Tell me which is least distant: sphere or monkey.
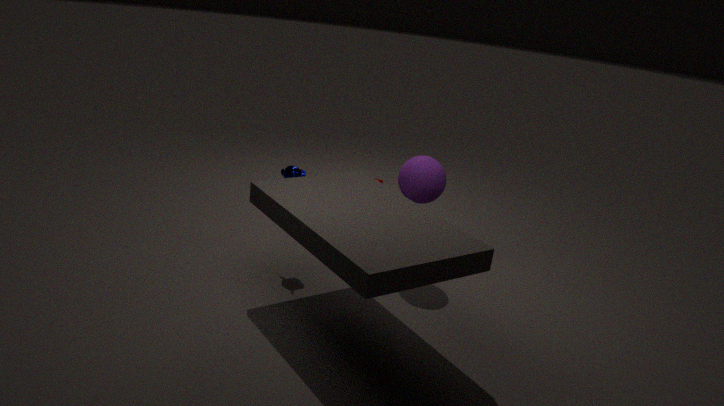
sphere
